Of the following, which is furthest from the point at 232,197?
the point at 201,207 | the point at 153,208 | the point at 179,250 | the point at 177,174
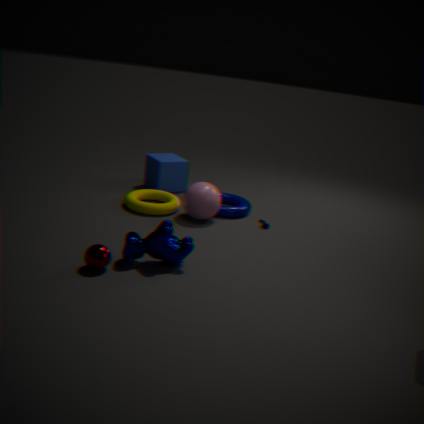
the point at 179,250
